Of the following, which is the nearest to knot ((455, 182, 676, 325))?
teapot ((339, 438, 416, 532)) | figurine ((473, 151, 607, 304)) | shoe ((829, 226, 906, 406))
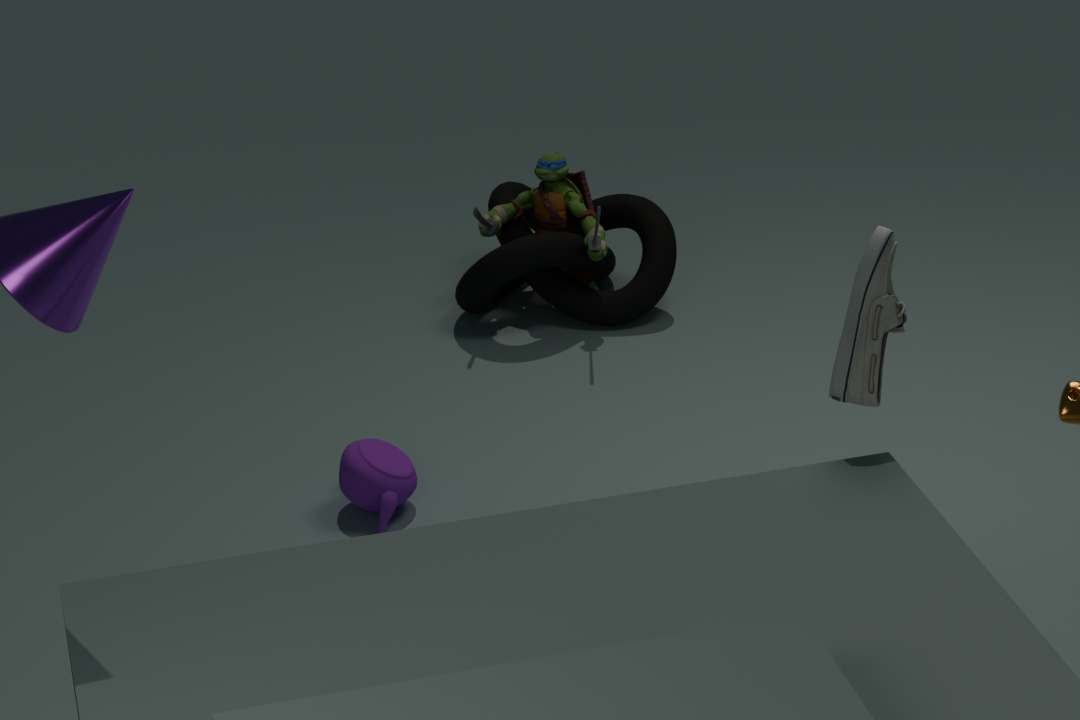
figurine ((473, 151, 607, 304))
